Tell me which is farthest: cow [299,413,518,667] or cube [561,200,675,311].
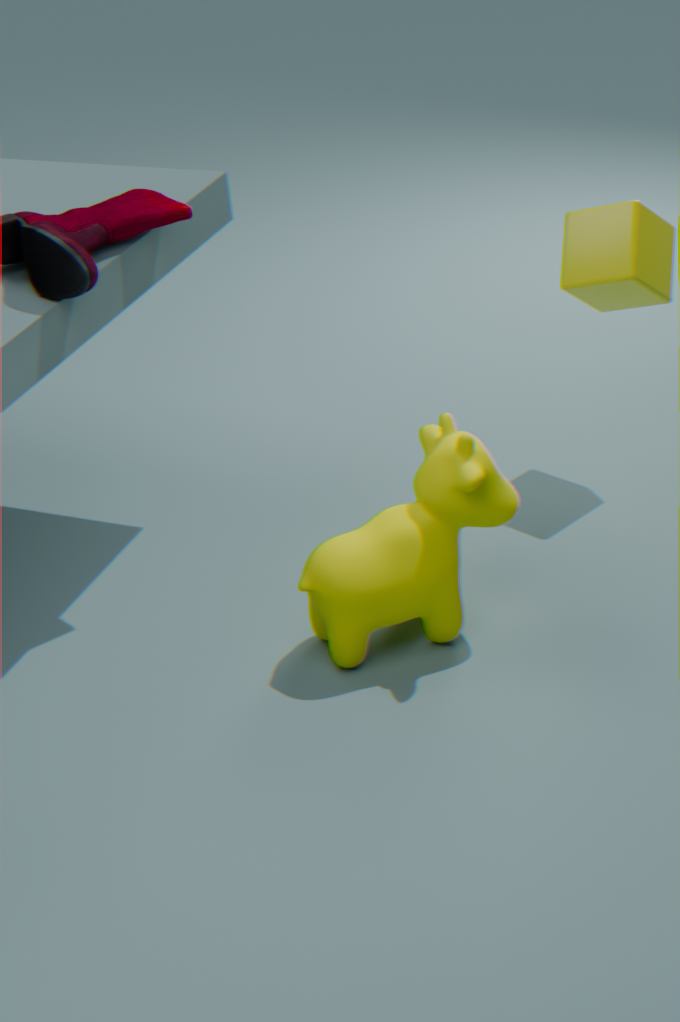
cube [561,200,675,311]
